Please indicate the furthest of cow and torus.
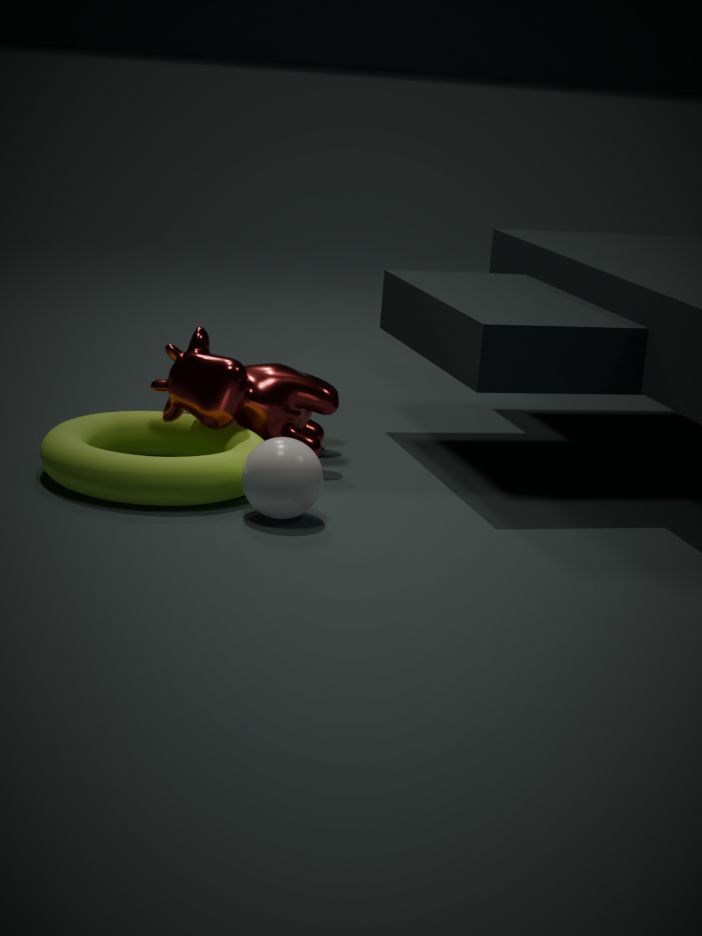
cow
